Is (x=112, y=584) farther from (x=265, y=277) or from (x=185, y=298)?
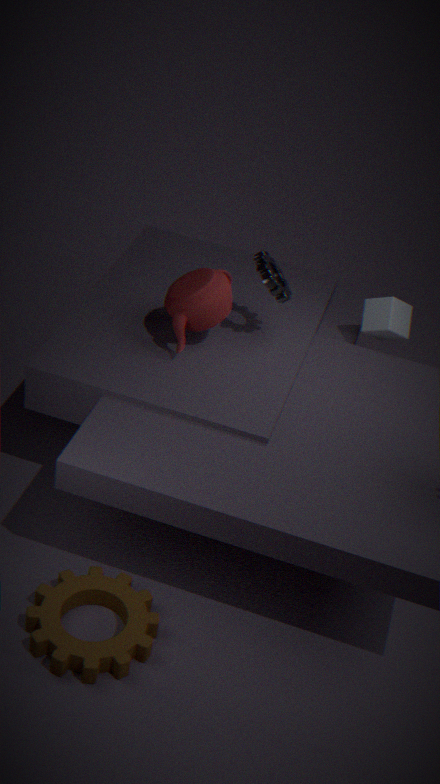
(x=265, y=277)
